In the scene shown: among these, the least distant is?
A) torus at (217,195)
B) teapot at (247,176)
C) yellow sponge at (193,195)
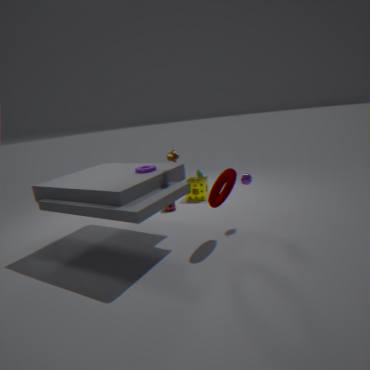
torus at (217,195)
